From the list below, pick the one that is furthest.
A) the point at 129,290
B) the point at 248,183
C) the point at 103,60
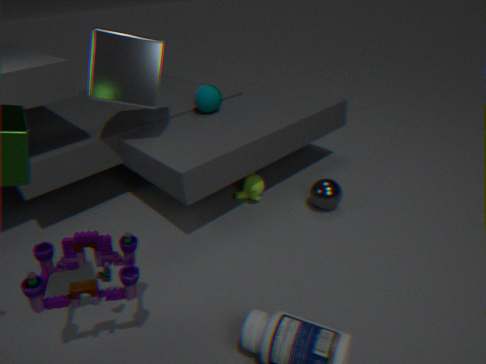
the point at 248,183
